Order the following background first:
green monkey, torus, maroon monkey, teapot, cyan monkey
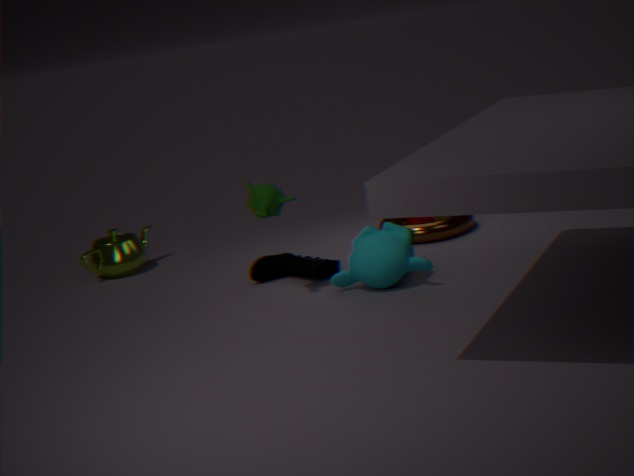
1. teapot
2. maroon monkey
3. torus
4. green monkey
5. cyan monkey
